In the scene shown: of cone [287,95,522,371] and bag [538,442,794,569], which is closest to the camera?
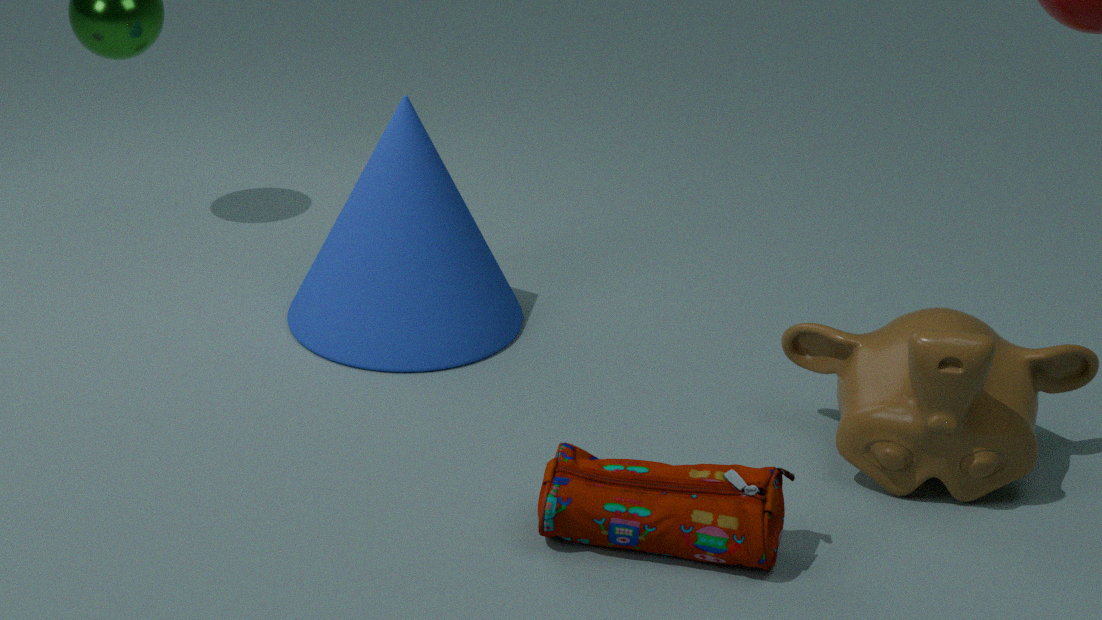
bag [538,442,794,569]
